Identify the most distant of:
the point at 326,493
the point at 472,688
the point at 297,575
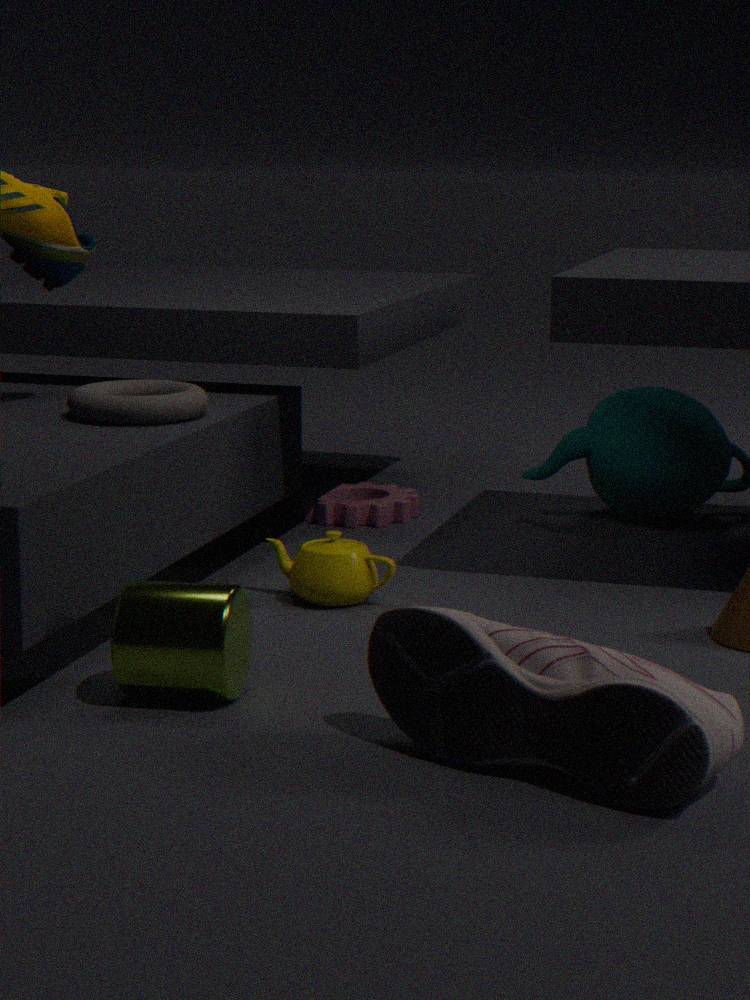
the point at 326,493
